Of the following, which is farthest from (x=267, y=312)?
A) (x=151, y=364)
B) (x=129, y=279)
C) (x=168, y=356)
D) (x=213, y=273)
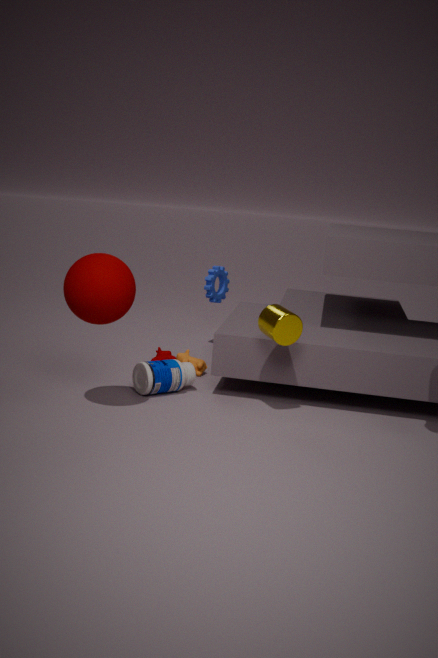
(x=213, y=273)
